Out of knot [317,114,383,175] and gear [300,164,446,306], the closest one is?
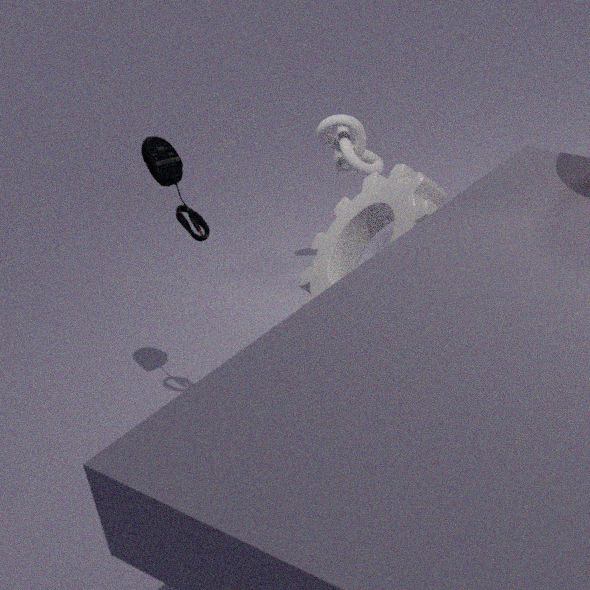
gear [300,164,446,306]
